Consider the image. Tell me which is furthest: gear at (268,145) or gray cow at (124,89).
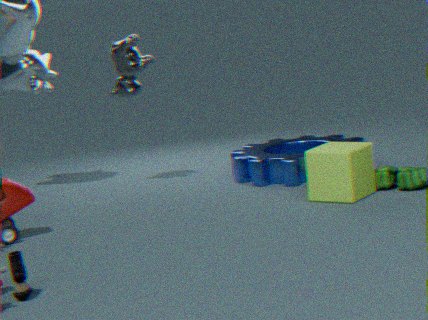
gray cow at (124,89)
